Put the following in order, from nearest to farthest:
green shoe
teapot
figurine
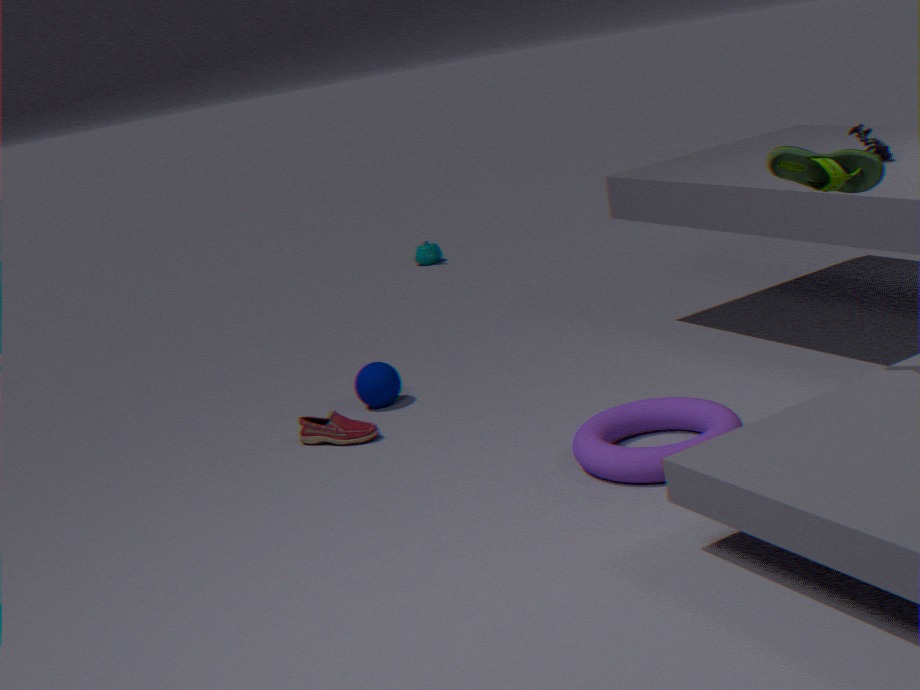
1. green shoe
2. figurine
3. teapot
